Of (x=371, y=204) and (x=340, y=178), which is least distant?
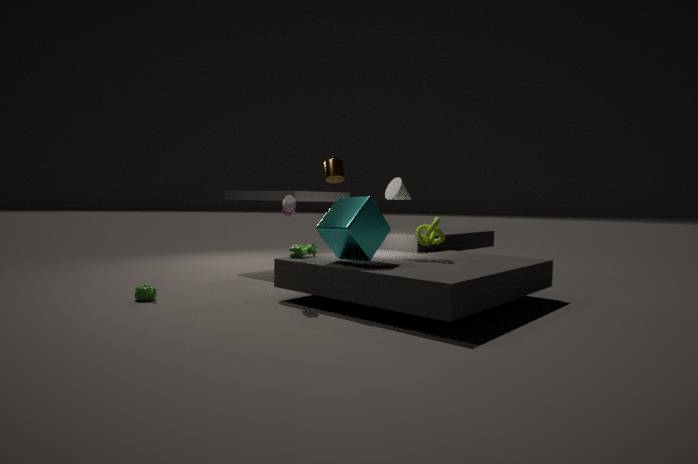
(x=371, y=204)
